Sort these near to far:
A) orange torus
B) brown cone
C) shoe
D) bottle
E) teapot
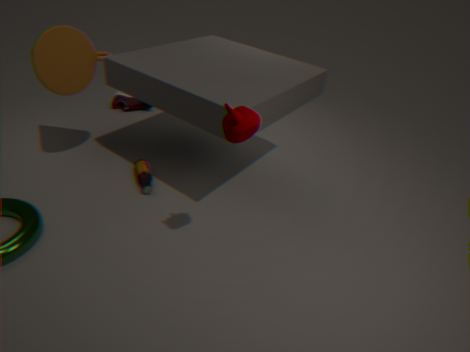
1. teapot
2. brown cone
3. bottle
4. shoe
5. orange torus
